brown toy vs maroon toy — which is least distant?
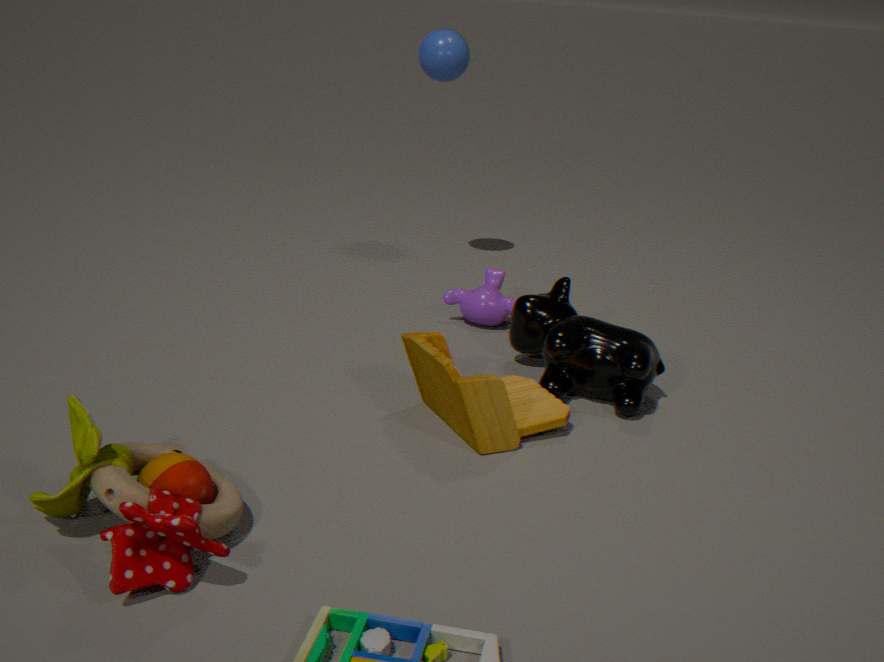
maroon toy
